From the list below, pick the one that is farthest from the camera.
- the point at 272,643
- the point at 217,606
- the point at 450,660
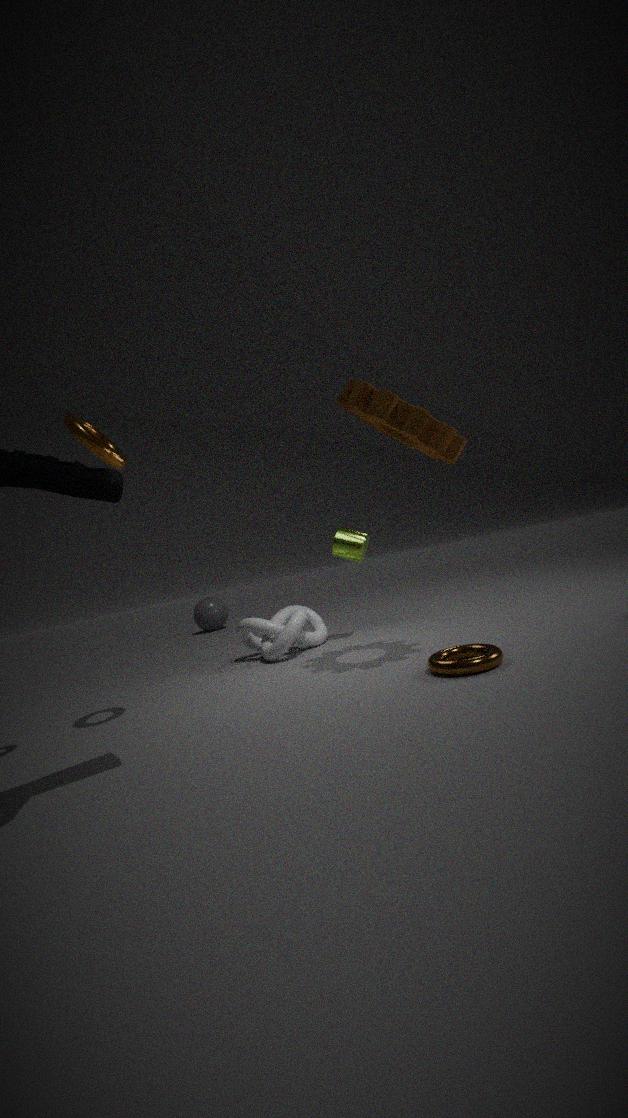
the point at 217,606
